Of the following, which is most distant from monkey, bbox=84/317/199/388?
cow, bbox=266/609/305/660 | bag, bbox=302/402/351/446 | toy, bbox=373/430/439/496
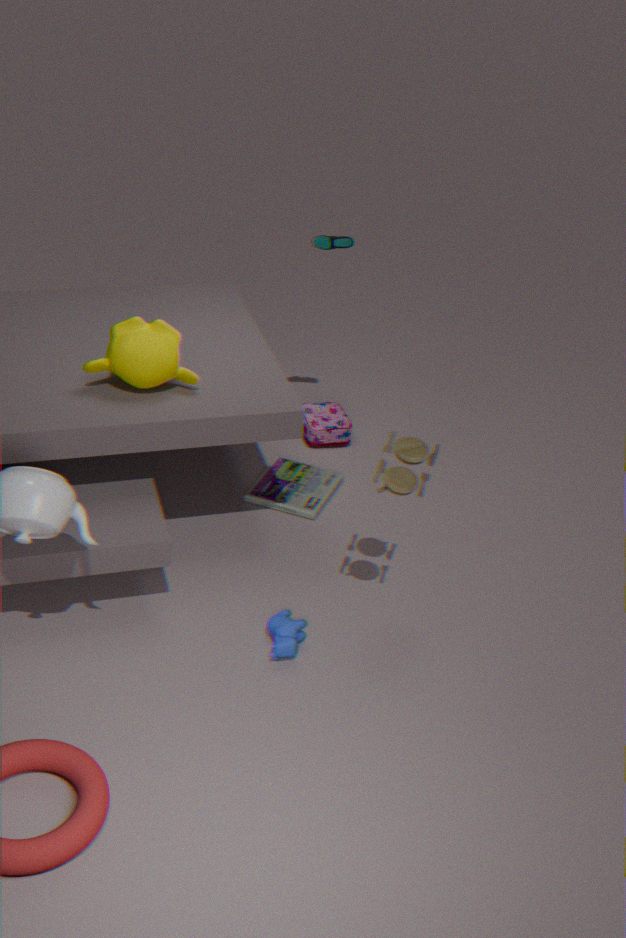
cow, bbox=266/609/305/660
